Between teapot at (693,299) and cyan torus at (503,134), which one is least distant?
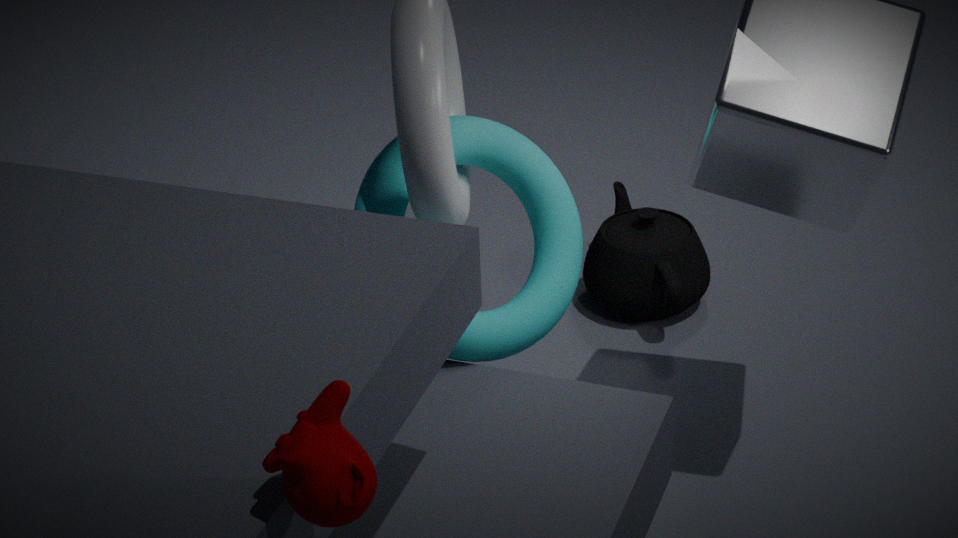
cyan torus at (503,134)
